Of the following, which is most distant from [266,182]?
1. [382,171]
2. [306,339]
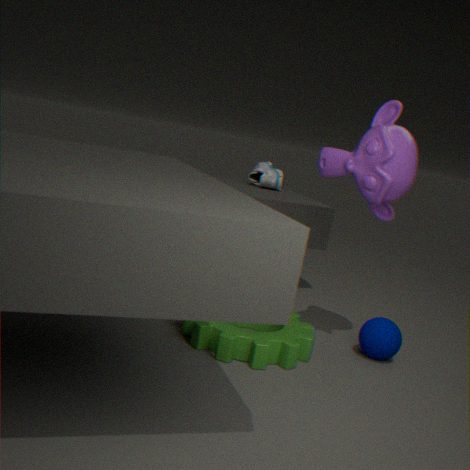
[306,339]
